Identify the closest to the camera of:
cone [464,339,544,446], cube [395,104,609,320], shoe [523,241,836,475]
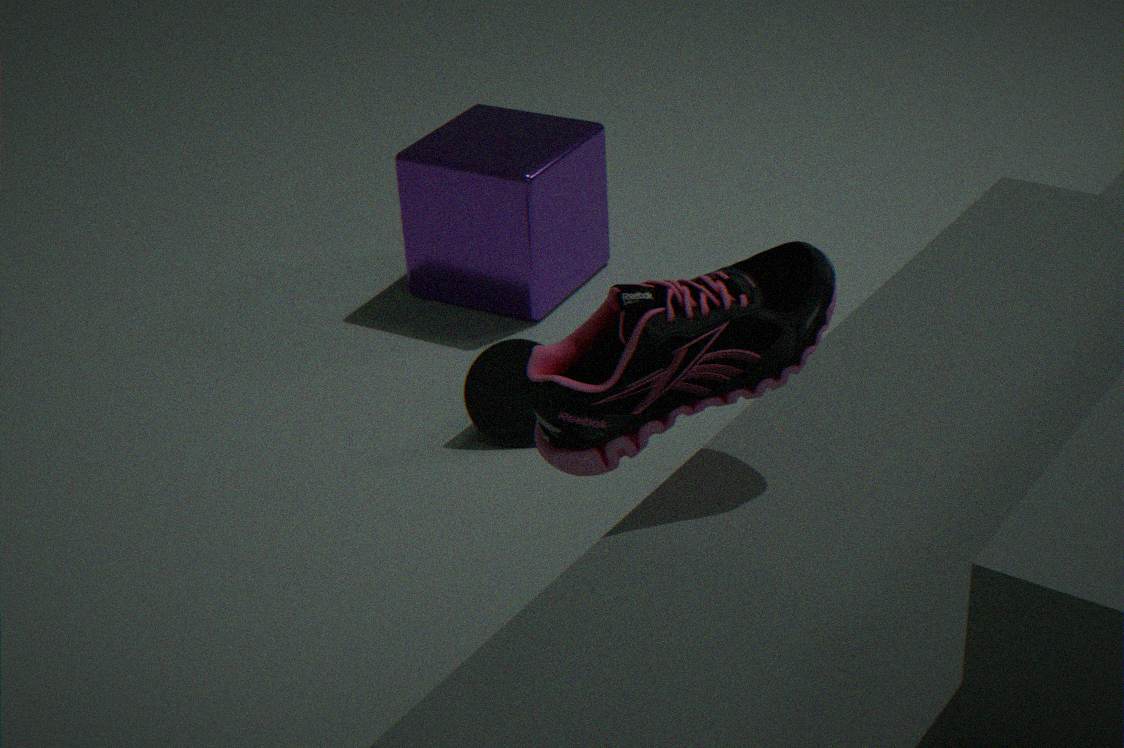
shoe [523,241,836,475]
